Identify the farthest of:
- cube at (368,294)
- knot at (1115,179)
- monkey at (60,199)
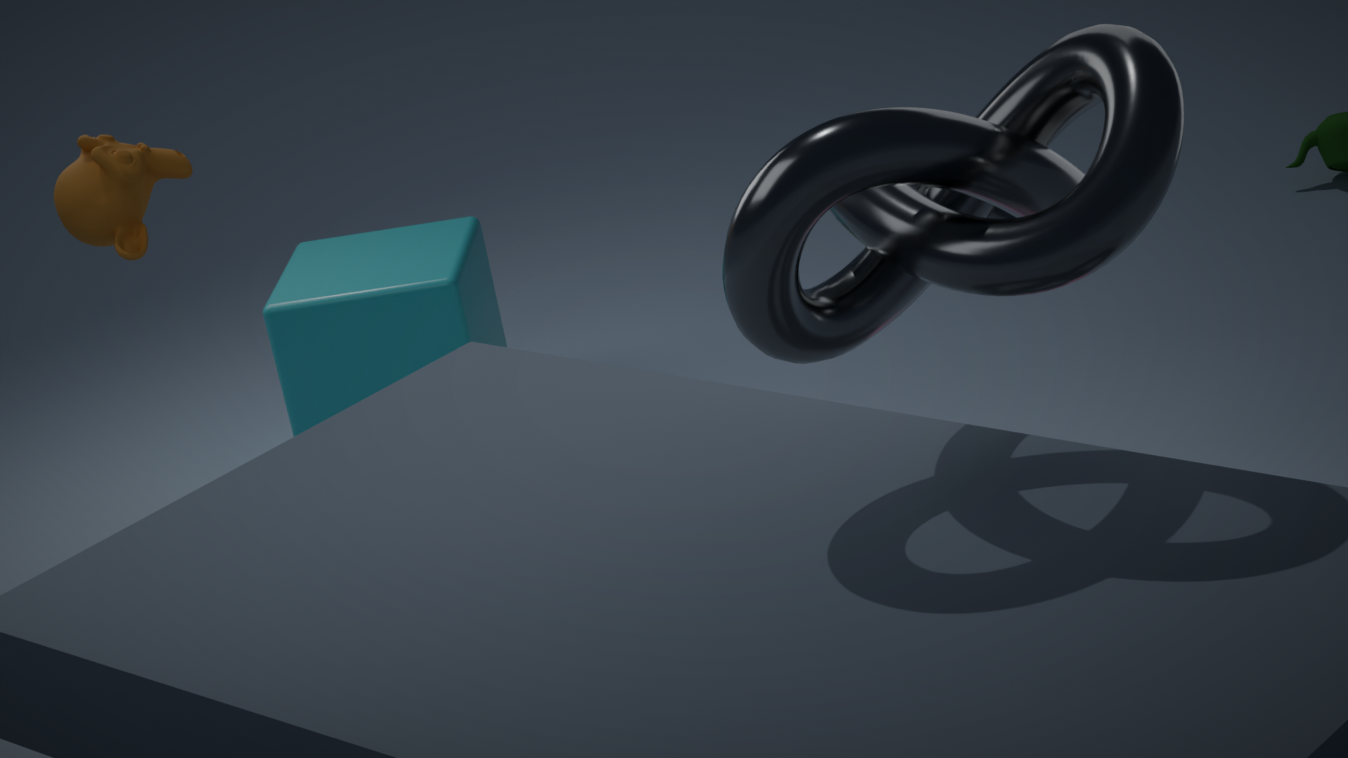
cube at (368,294)
